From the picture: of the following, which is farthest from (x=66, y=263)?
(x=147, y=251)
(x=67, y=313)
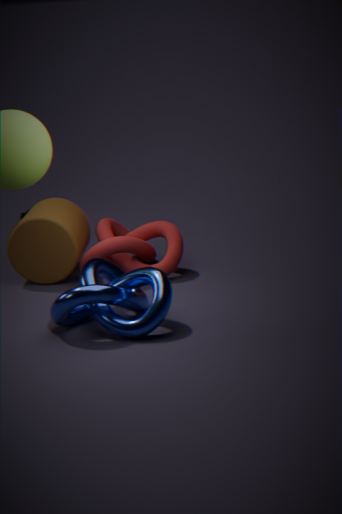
(x=67, y=313)
